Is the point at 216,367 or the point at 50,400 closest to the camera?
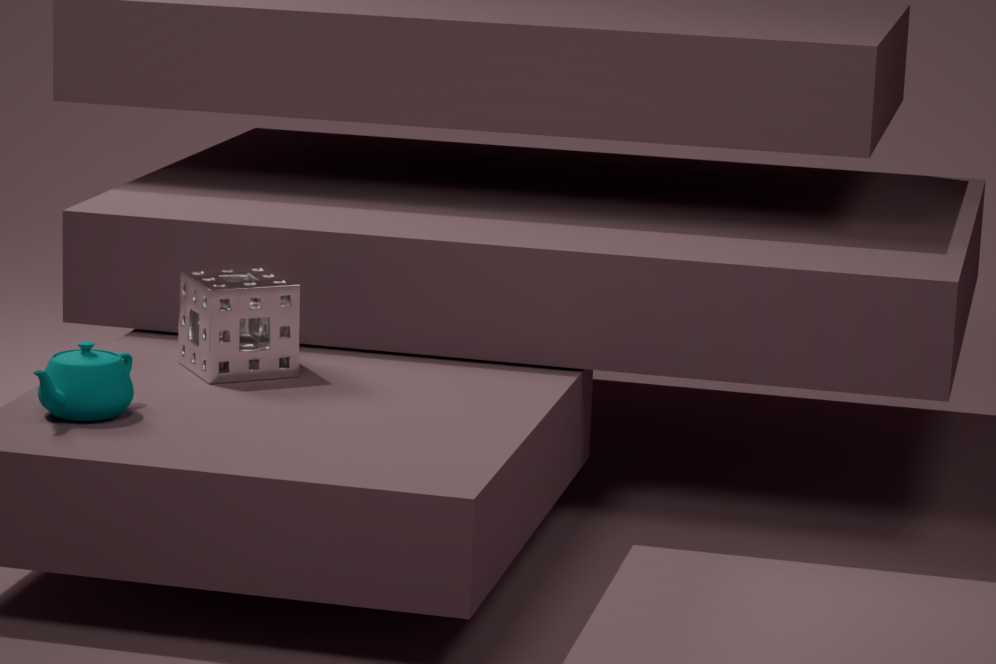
the point at 50,400
